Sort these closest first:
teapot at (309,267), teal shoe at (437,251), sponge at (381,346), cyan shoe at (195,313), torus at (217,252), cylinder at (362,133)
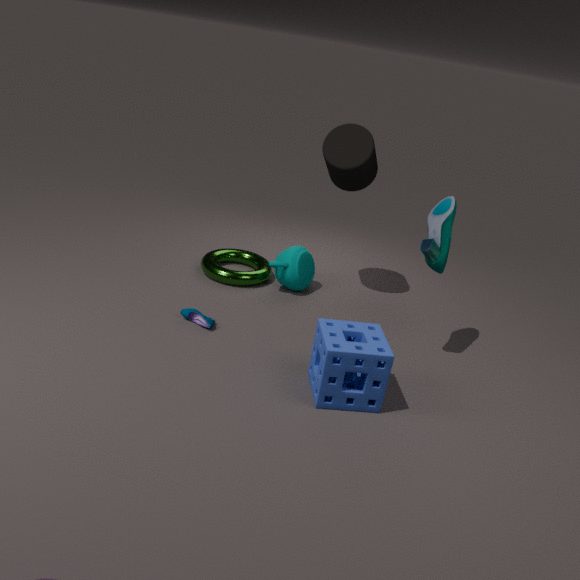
sponge at (381,346), teal shoe at (437,251), cyan shoe at (195,313), cylinder at (362,133), teapot at (309,267), torus at (217,252)
